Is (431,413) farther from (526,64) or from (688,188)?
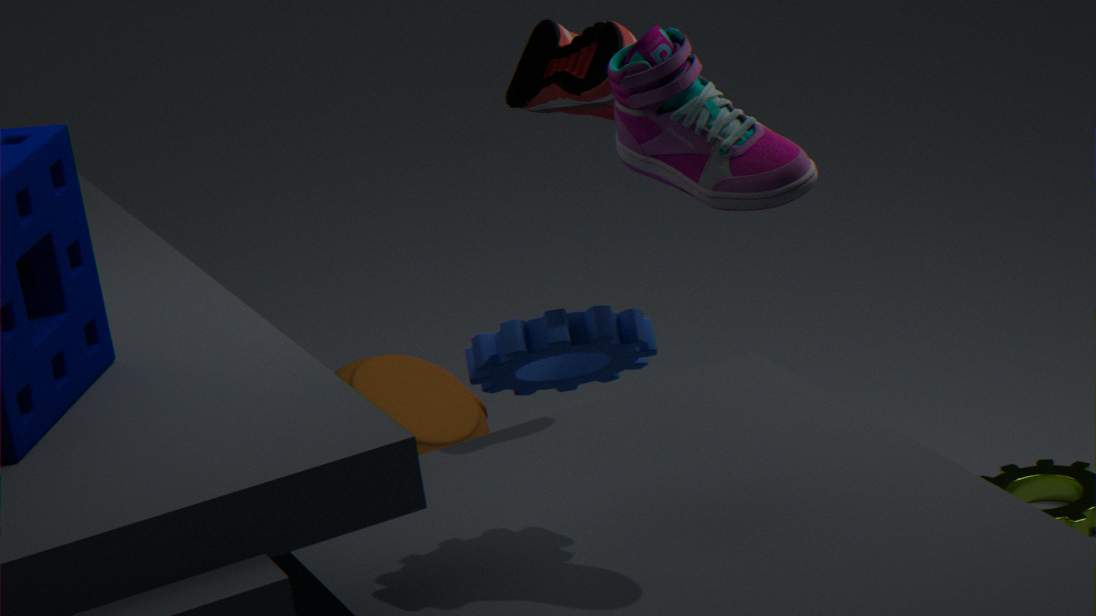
(688,188)
